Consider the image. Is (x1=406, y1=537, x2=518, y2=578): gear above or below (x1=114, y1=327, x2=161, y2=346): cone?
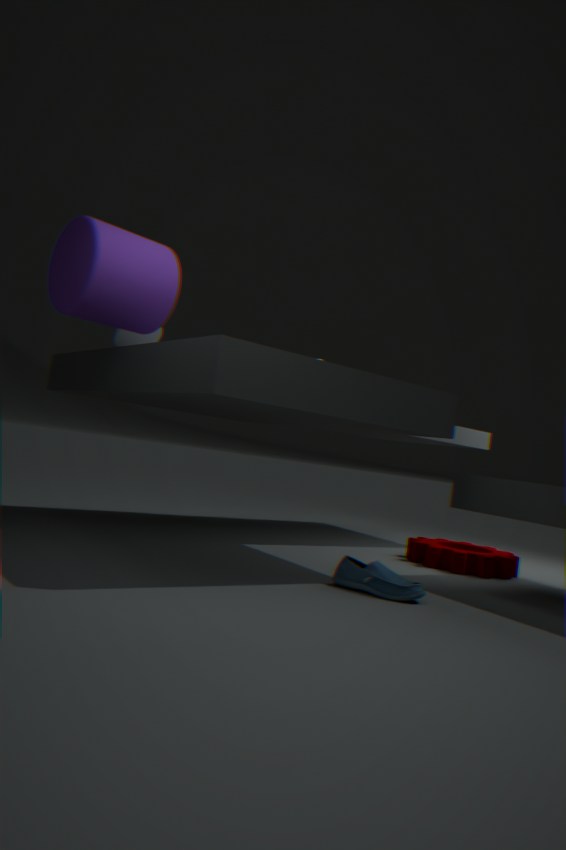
below
